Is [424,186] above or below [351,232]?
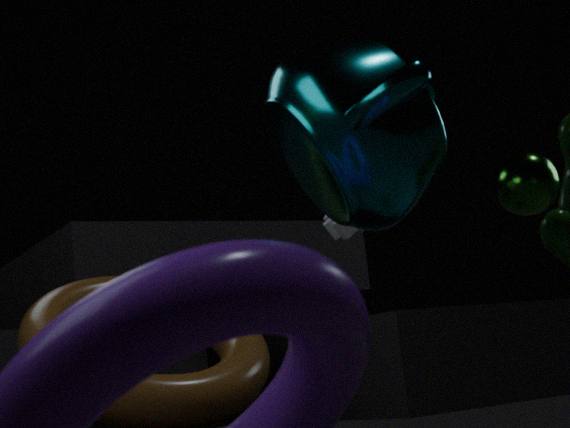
below
